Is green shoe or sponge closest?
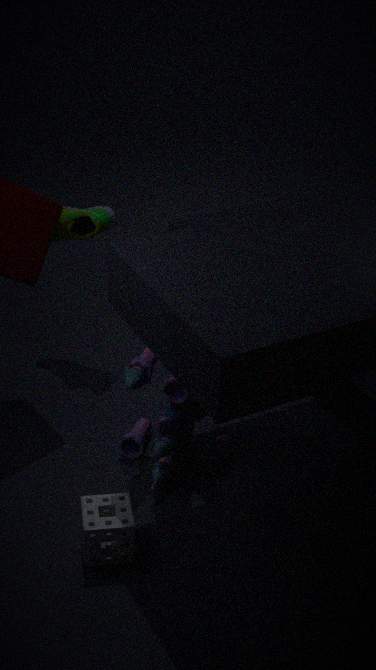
sponge
